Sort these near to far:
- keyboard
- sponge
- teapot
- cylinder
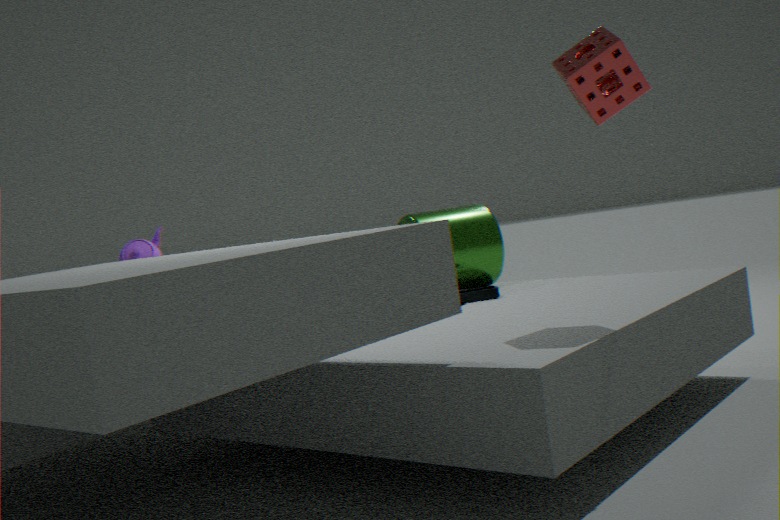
sponge
keyboard
teapot
cylinder
